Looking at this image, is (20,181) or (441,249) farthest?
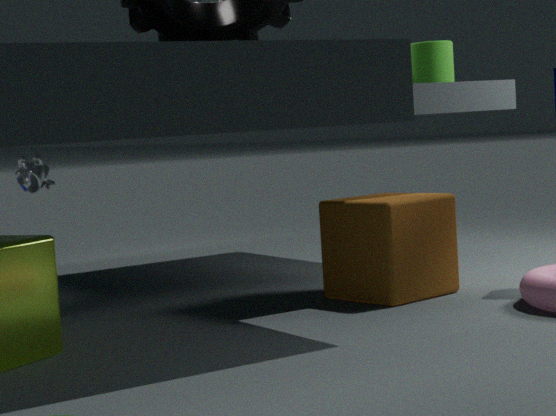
(20,181)
